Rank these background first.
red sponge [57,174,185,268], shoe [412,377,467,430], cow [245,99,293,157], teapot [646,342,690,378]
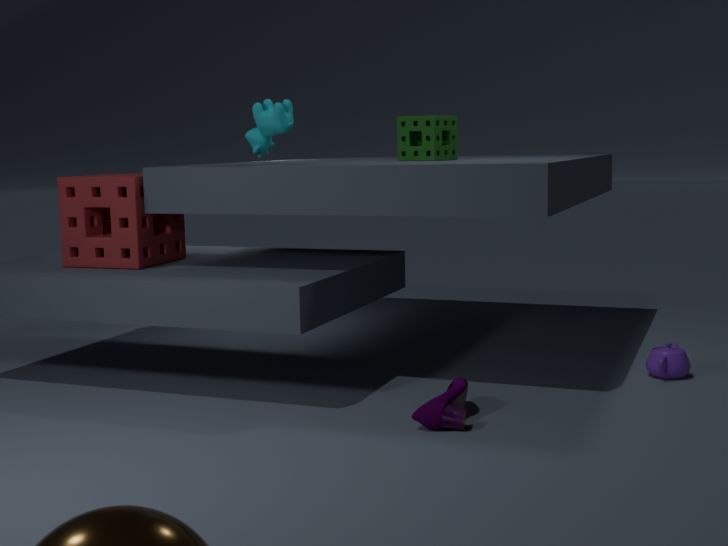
red sponge [57,174,185,268]
teapot [646,342,690,378]
cow [245,99,293,157]
shoe [412,377,467,430]
